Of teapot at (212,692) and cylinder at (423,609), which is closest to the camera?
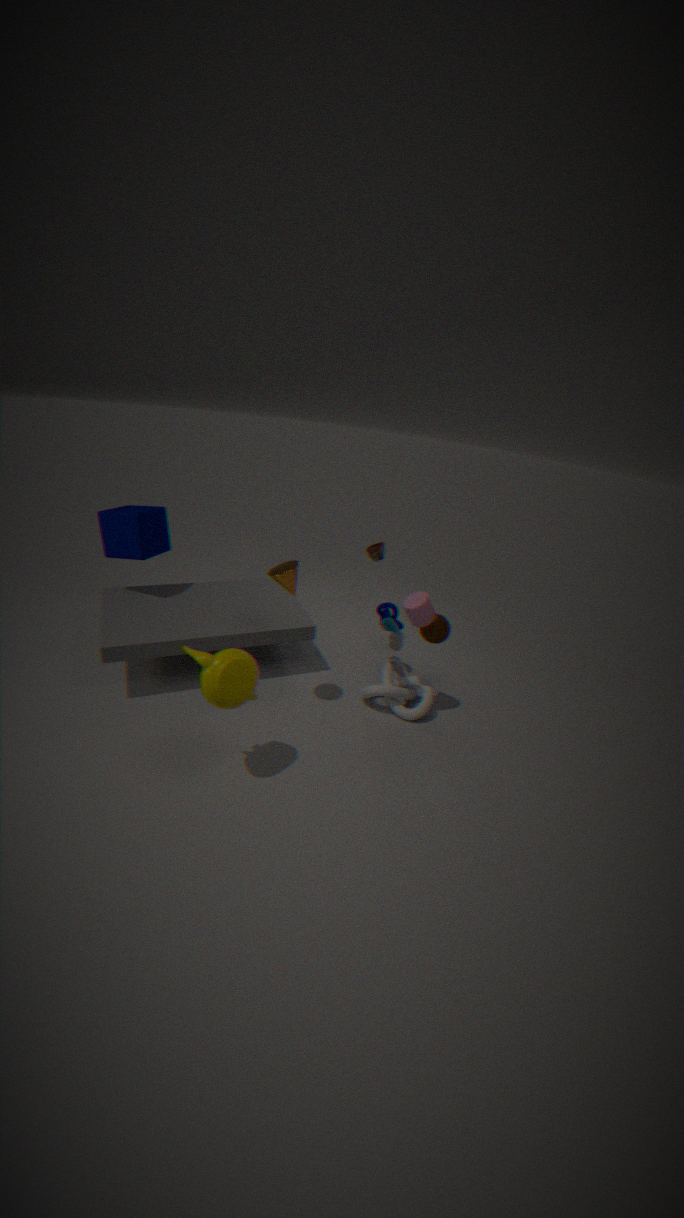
teapot at (212,692)
